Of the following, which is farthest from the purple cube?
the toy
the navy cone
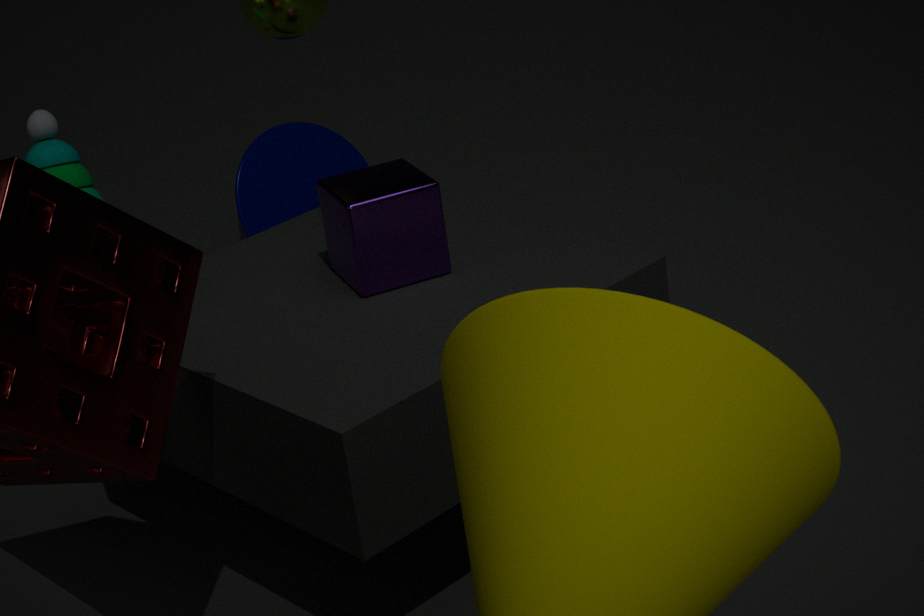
the navy cone
